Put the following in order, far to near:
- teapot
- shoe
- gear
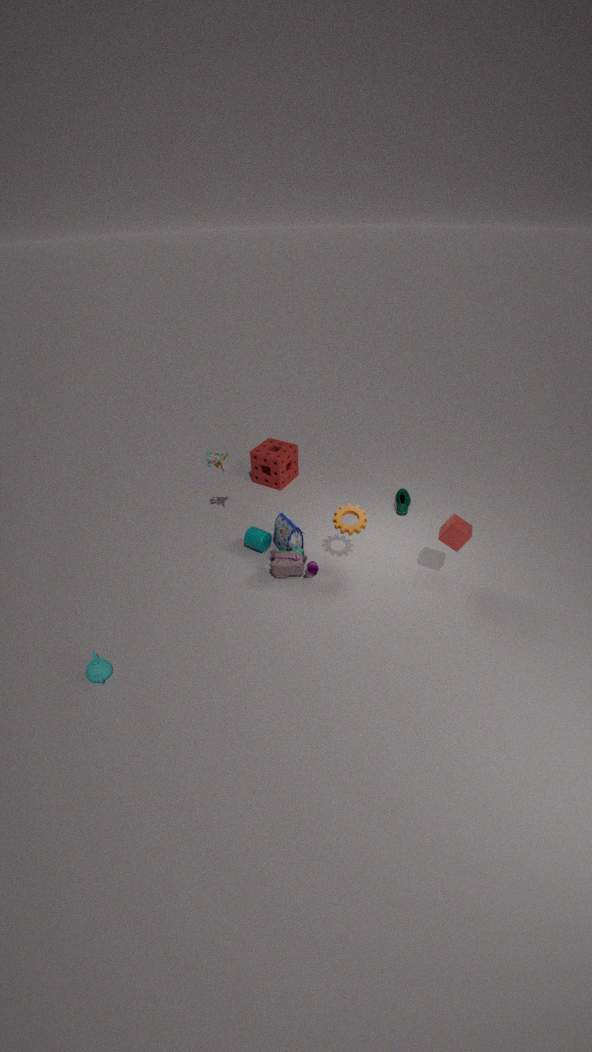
shoe
gear
teapot
